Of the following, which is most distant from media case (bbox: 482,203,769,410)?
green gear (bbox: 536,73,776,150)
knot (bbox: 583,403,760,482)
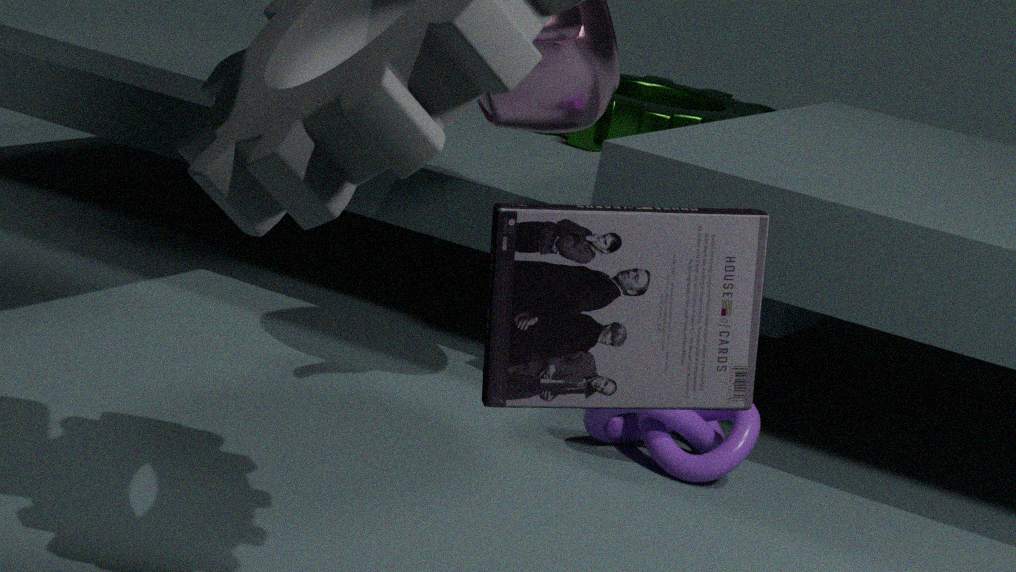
green gear (bbox: 536,73,776,150)
